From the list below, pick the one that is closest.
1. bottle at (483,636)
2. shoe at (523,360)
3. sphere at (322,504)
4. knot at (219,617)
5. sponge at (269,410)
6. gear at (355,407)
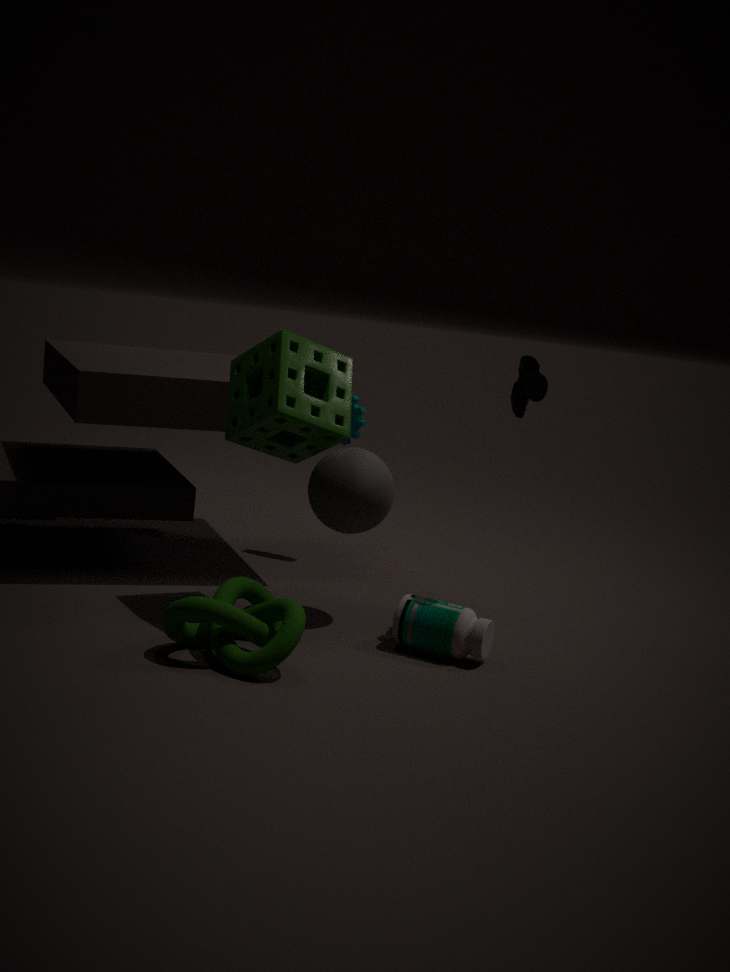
knot at (219,617)
